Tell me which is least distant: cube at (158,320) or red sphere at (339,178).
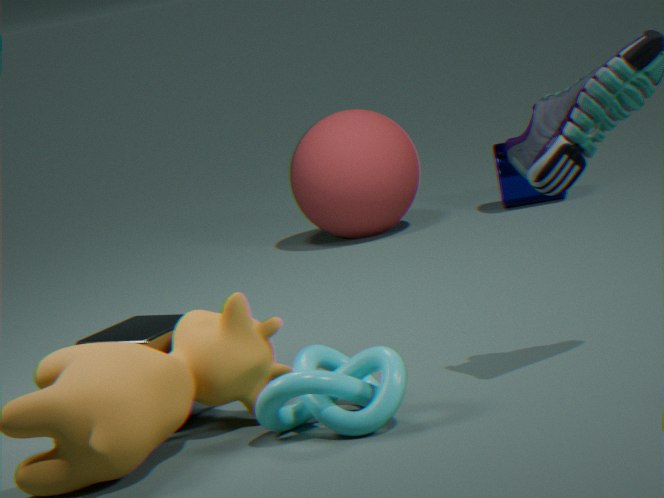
cube at (158,320)
